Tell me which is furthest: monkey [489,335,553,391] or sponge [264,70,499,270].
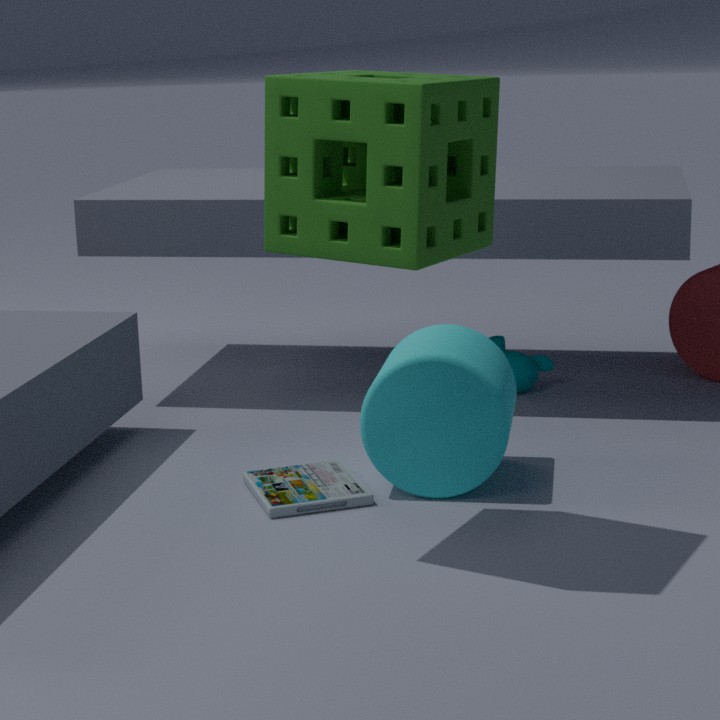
monkey [489,335,553,391]
